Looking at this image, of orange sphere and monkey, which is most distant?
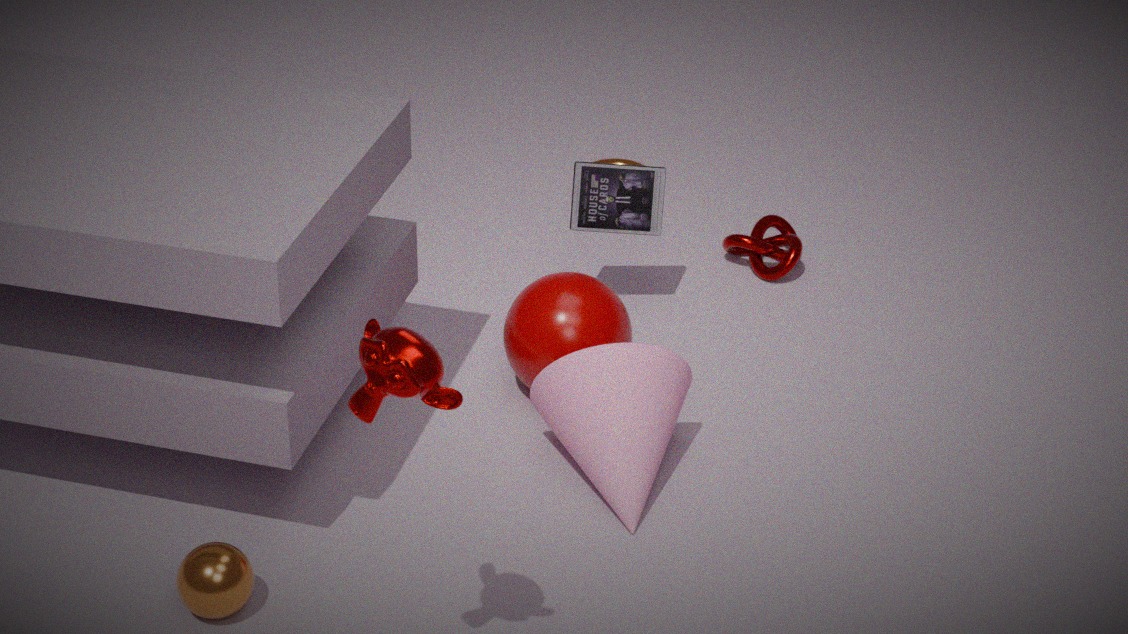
orange sphere
